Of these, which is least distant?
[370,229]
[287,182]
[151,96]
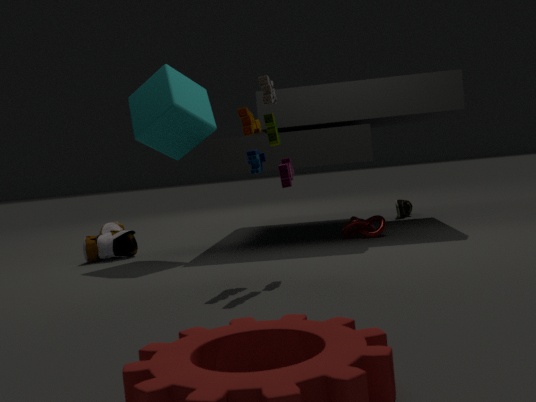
[287,182]
